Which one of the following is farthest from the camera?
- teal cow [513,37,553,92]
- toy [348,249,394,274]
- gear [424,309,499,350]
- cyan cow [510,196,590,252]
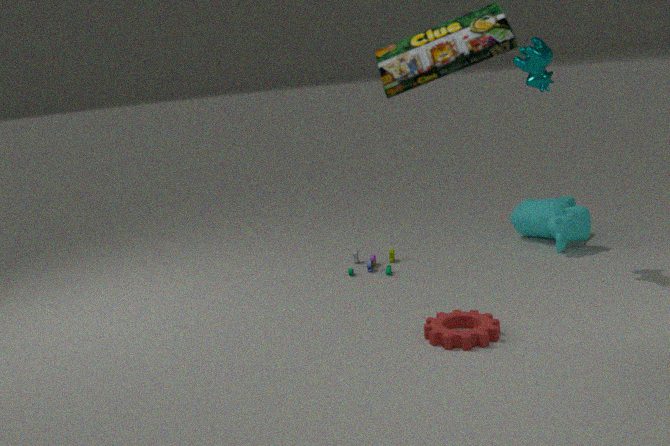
cyan cow [510,196,590,252]
